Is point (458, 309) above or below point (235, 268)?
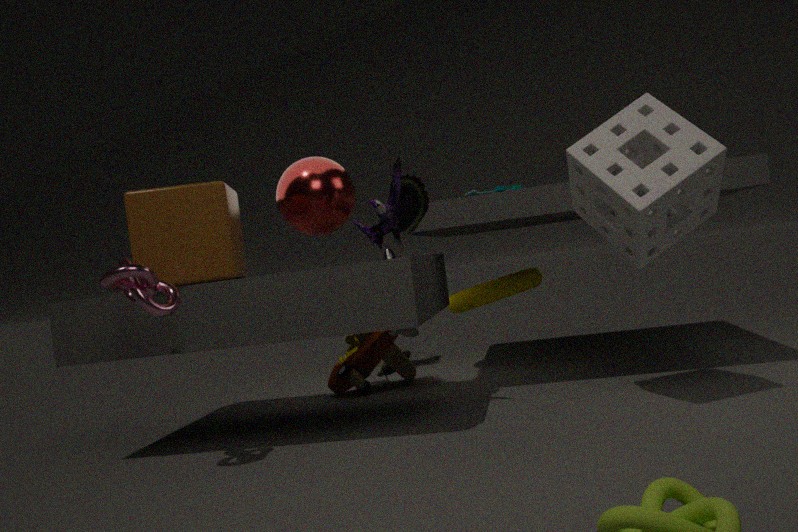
below
